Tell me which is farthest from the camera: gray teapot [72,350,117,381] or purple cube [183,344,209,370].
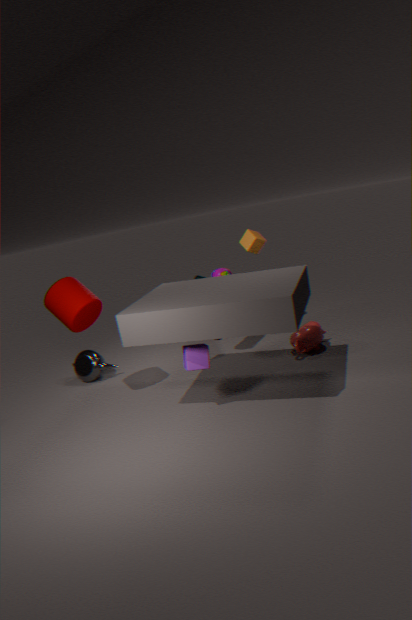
gray teapot [72,350,117,381]
